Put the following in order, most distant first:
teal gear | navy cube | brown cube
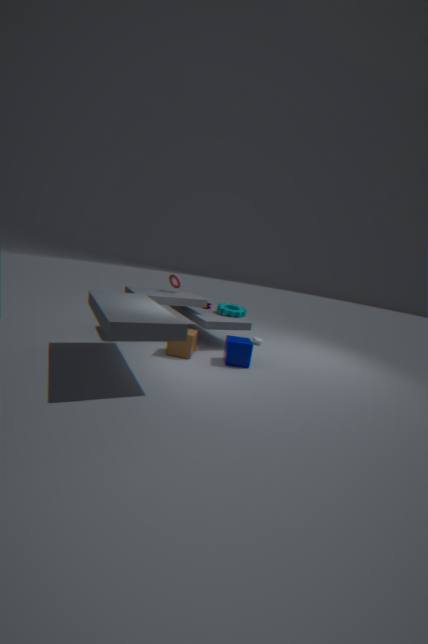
teal gear, brown cube, navy cube
